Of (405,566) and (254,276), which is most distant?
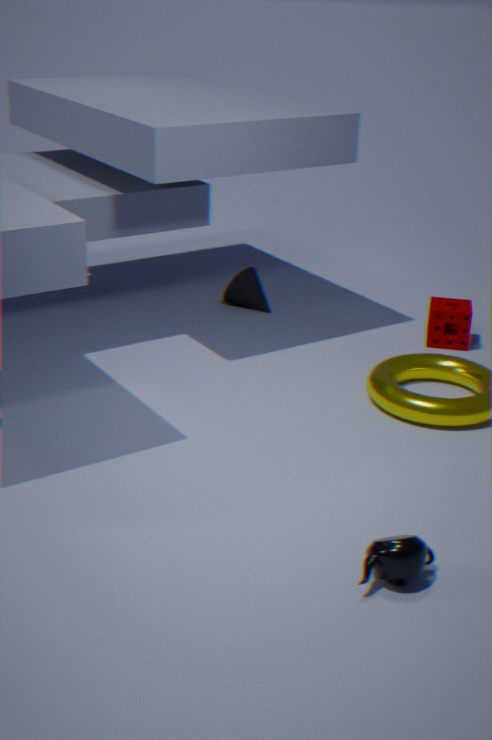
(254,276)
